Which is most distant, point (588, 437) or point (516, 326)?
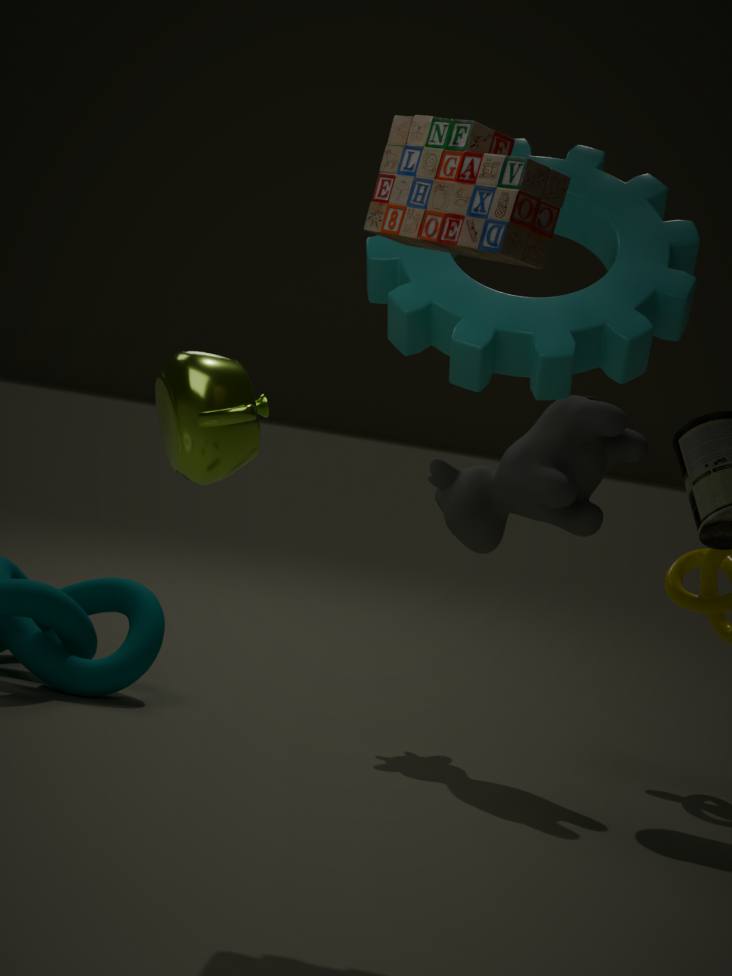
point (588, 437)
